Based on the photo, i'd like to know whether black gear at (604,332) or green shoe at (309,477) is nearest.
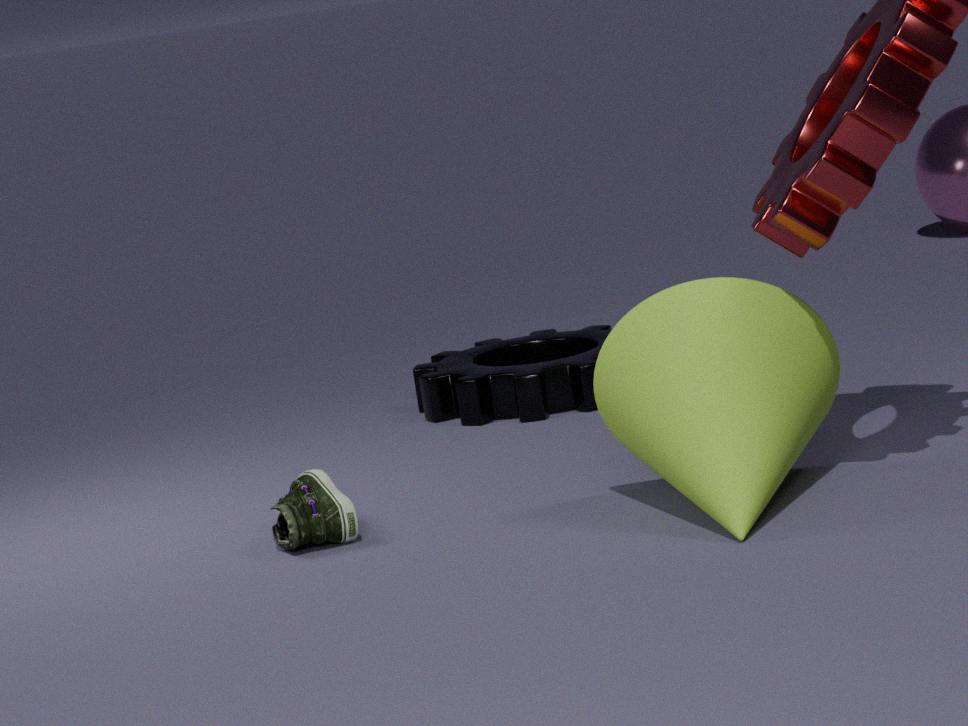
green shoe at (309,477)
